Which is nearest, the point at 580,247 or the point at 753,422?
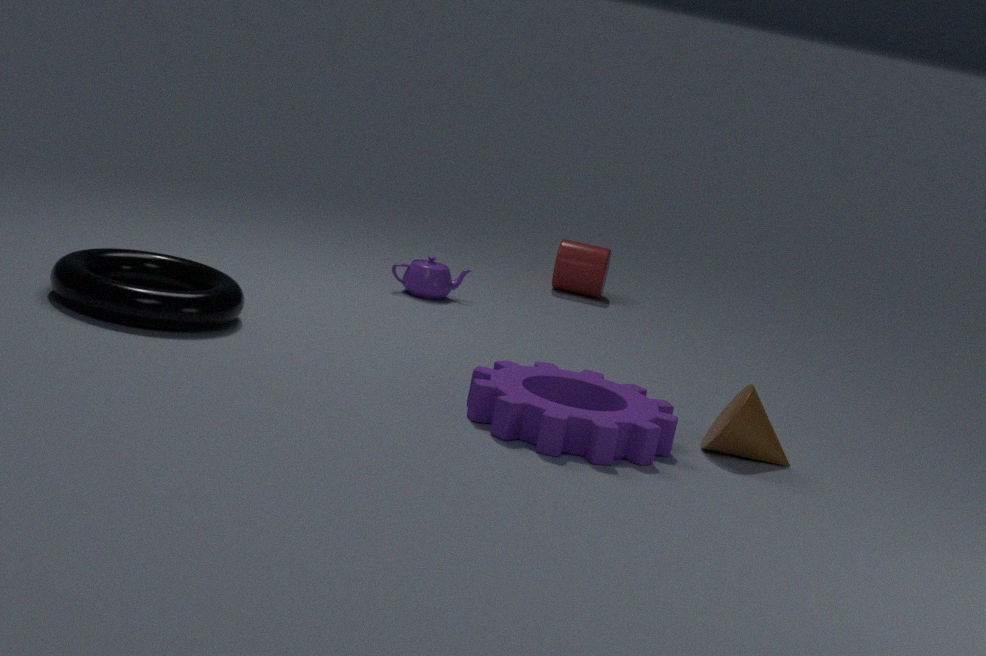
the point at 753,422
